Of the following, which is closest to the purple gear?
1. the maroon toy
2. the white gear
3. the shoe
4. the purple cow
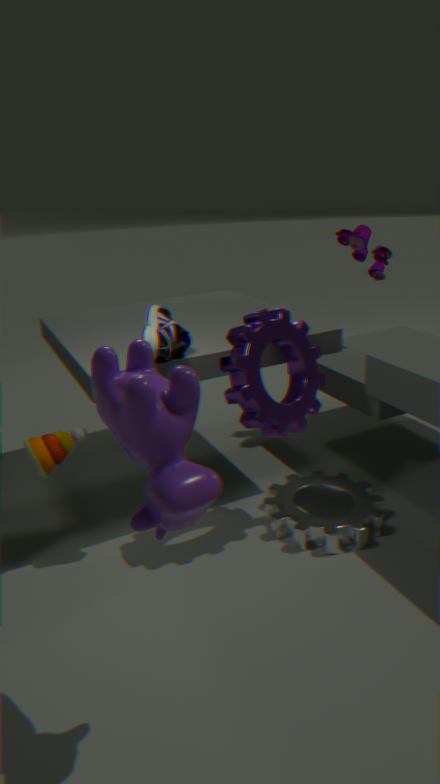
the shoe
